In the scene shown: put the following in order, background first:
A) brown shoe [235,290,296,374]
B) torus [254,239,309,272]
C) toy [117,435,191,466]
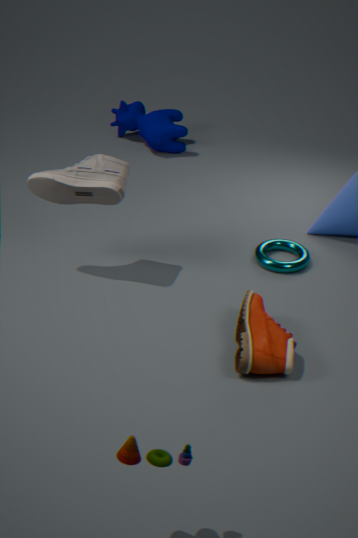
1. torus [254,239,309,272]
2. brown shoe [235,290,296,374]
3. toy [117,435,191,466]
